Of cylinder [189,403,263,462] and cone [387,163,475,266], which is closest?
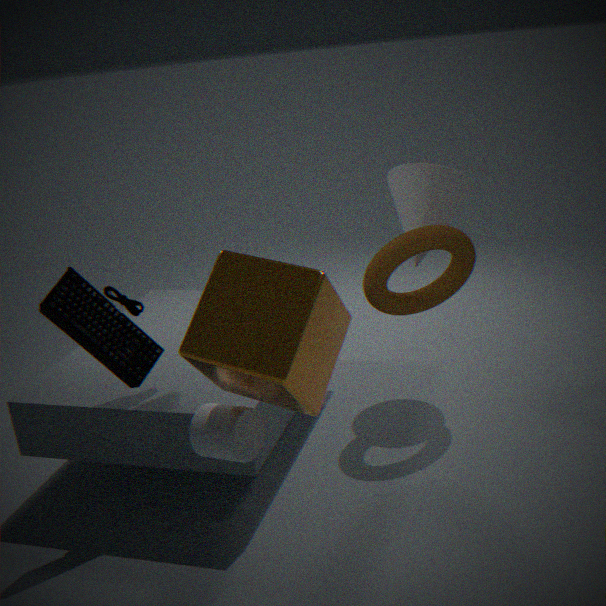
cylinder [189,403,263,462]
